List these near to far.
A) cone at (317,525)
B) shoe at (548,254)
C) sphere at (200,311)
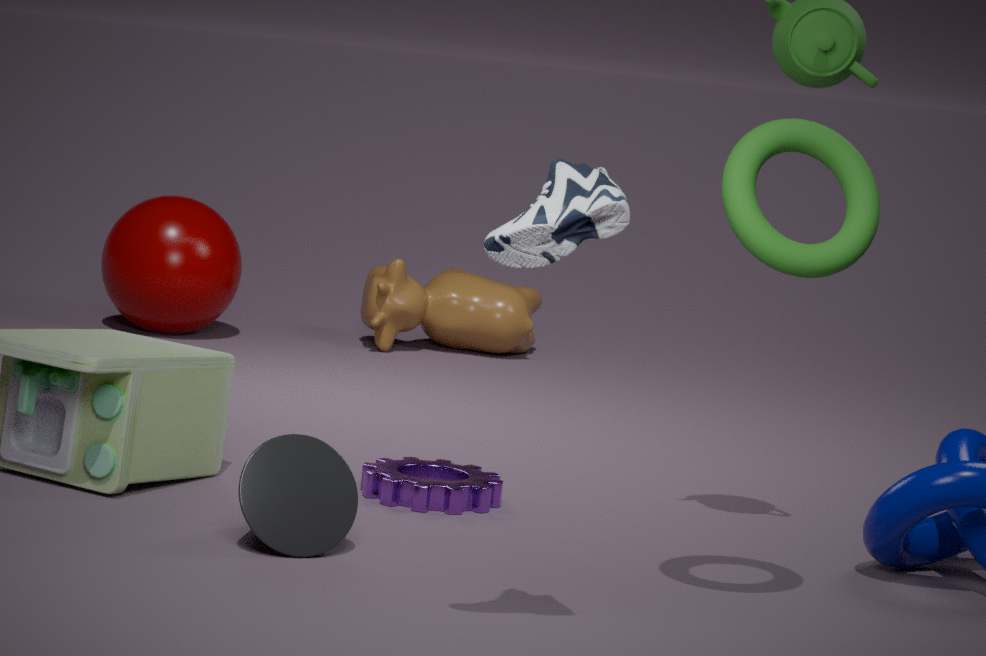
1. shoe at (548,254)
2. cone at (317,525)
3. sphere at (200,311)
